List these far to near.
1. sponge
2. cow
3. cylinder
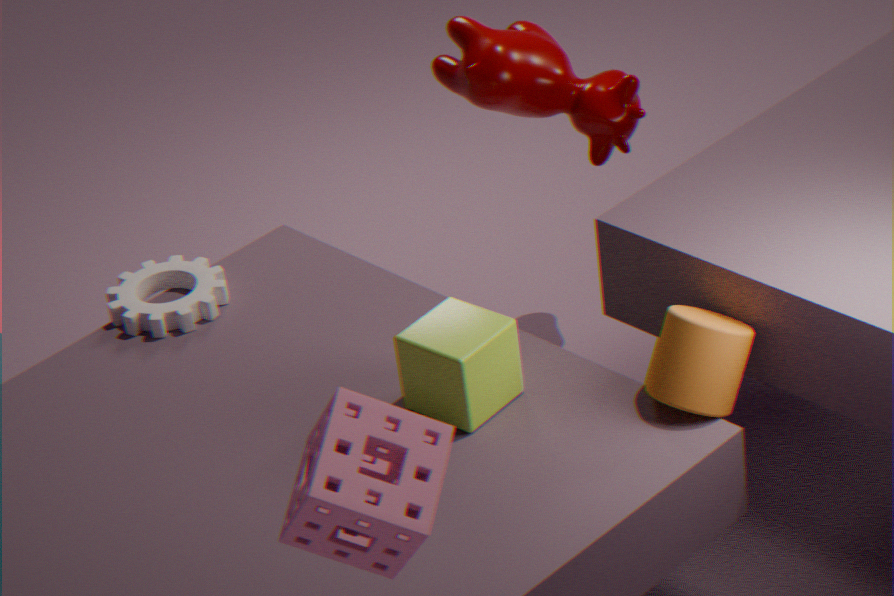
cow, cylinder, sponge
